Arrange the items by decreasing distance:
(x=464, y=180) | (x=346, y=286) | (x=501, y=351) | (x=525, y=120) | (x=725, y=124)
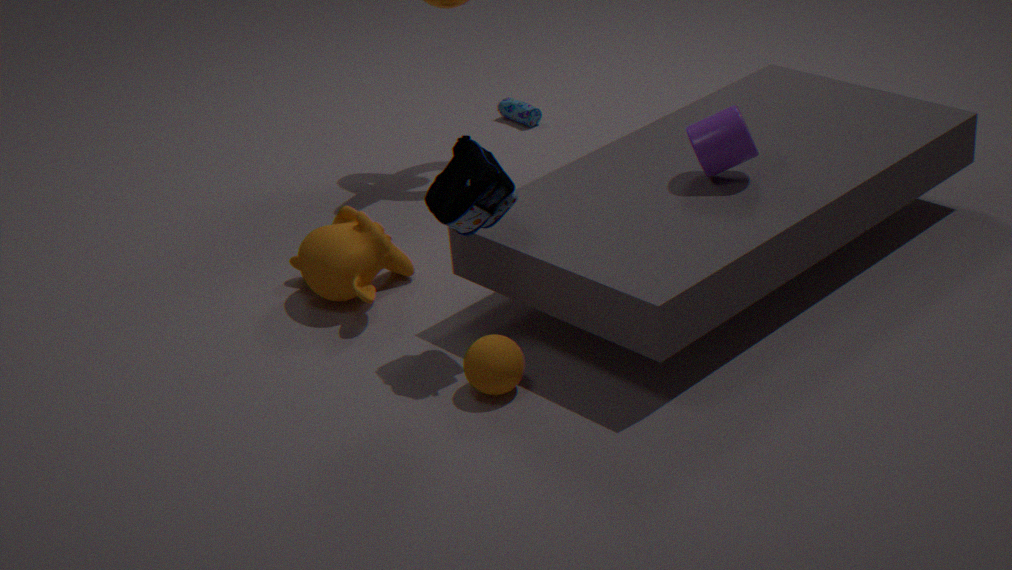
(x=525, y=120) → (x=346, y=286) → (x=725, y=124) → (x=464, y=180) → (x=501, y=351)
